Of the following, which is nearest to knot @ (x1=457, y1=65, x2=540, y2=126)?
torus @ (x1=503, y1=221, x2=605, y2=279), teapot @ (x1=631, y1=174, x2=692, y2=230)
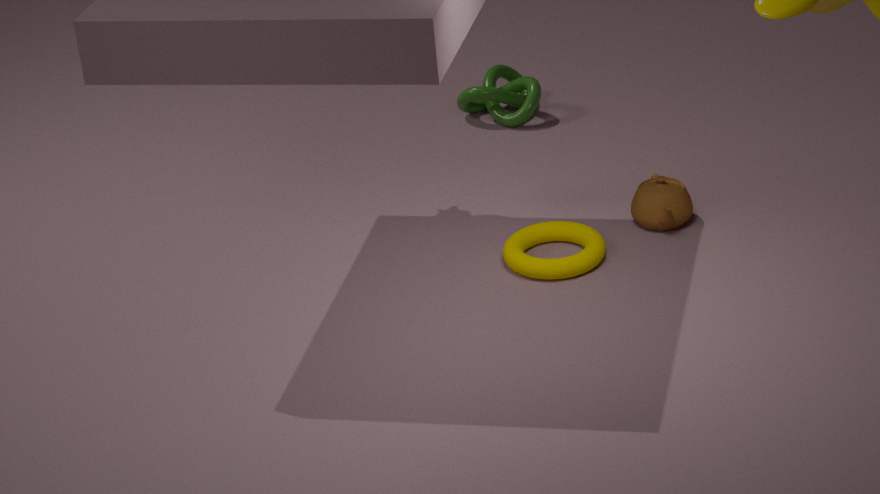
teapot @ (x1=631, y1=174, x2=692, y2=230)
